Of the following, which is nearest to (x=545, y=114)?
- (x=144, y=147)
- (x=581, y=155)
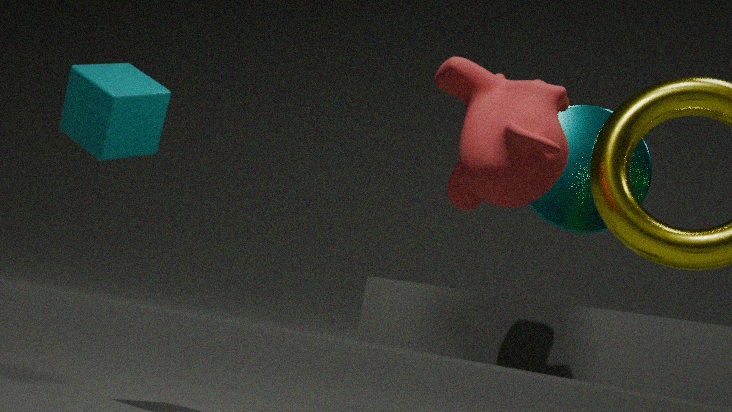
(x=581, y=155)
